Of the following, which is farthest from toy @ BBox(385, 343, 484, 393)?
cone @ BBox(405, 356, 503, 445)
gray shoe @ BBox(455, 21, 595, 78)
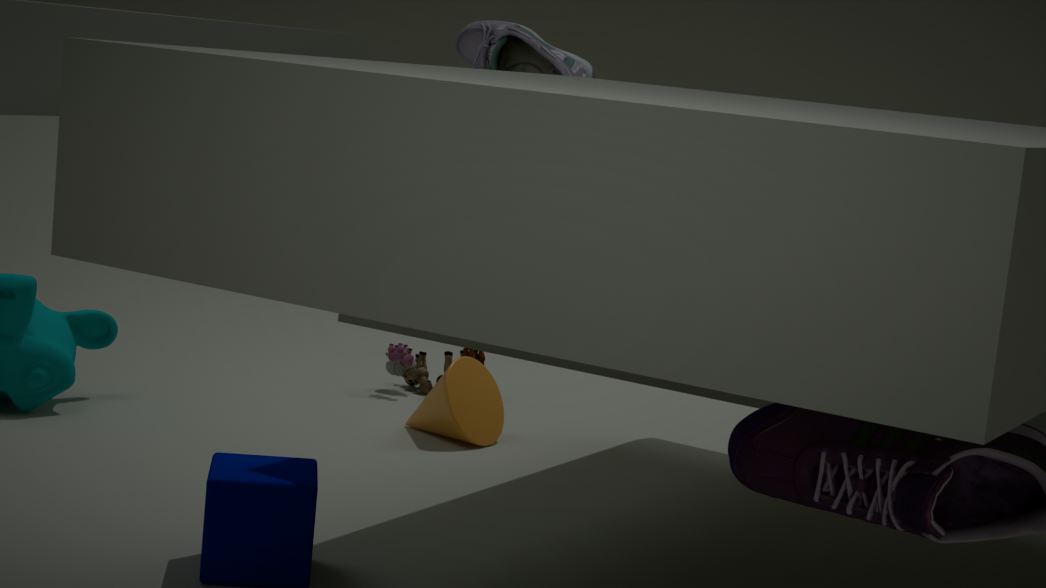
gray shoe @ BBox(455, 21, 595, 78)
